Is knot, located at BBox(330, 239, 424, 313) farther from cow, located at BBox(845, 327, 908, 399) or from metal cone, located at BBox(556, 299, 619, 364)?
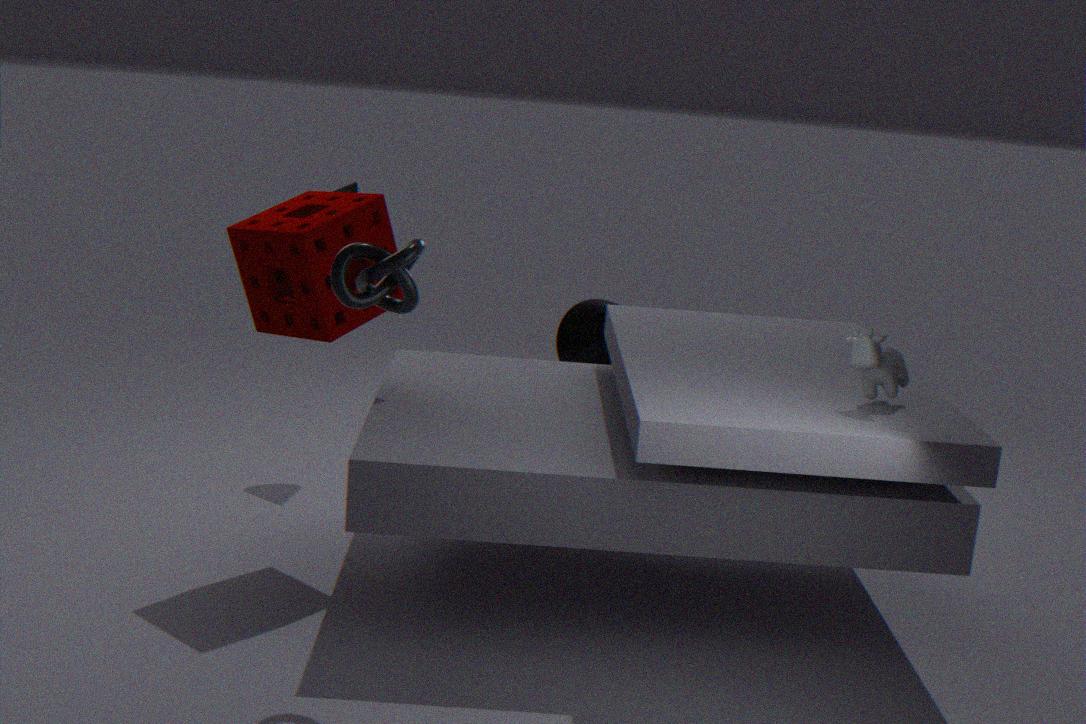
metal cone, located at BBox(556, 299, 619, 364)
